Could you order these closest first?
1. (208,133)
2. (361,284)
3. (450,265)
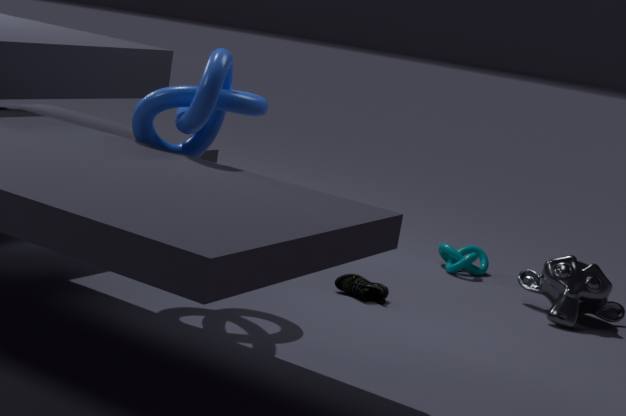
(208,133) → (361,284) → (450,265)
